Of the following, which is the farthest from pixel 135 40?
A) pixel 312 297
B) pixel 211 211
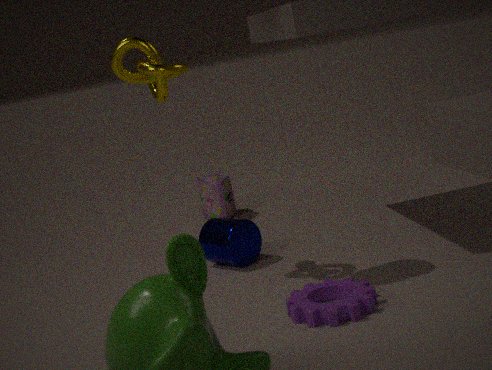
pixel 211 211
